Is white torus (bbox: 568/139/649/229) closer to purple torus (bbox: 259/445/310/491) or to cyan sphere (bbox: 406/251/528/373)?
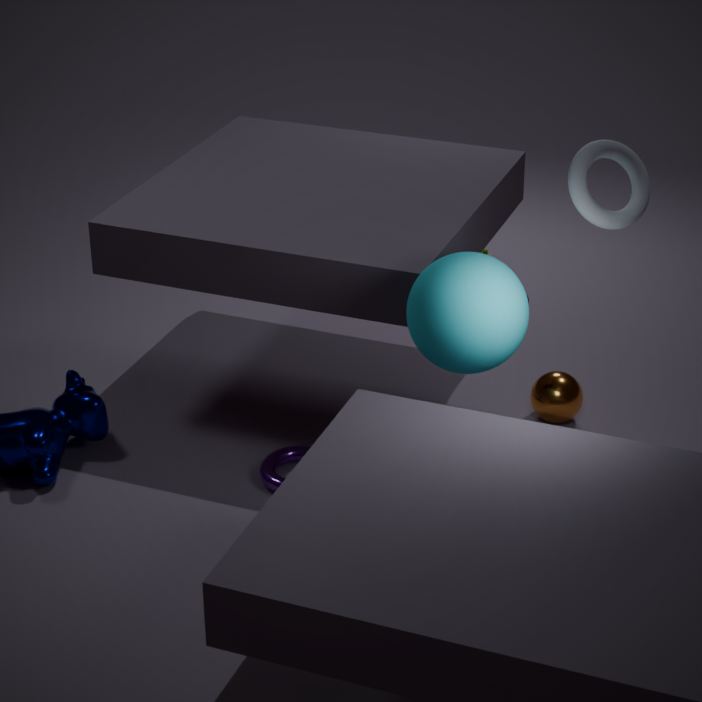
cyan sphere (bbox: 406/251/528/373)
